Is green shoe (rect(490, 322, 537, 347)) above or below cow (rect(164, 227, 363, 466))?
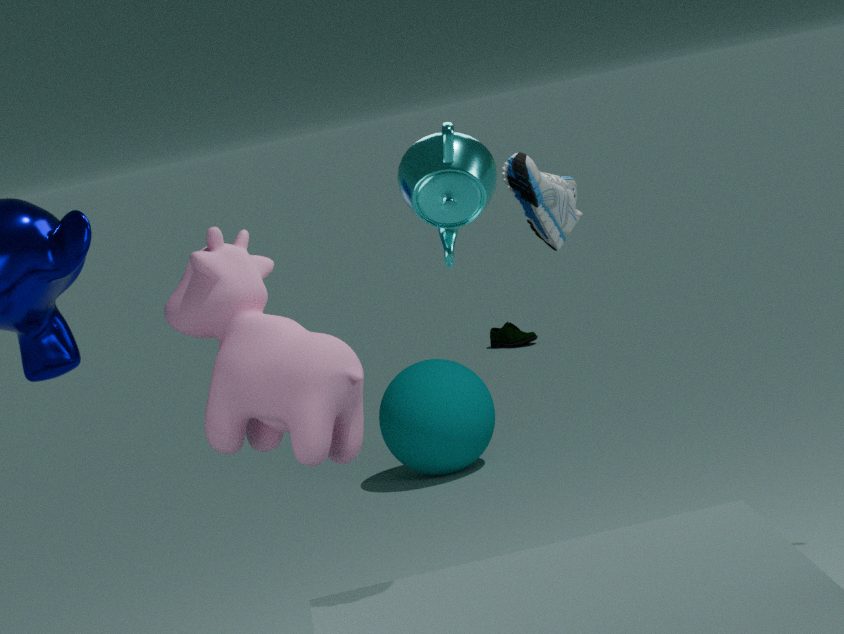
below
